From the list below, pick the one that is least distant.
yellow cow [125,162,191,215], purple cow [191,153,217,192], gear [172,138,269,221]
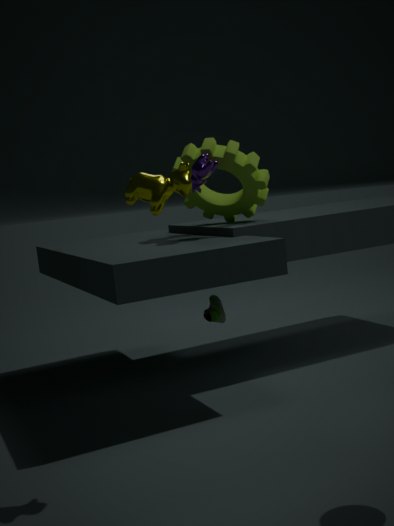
yellow cow [125,162,191,215]
